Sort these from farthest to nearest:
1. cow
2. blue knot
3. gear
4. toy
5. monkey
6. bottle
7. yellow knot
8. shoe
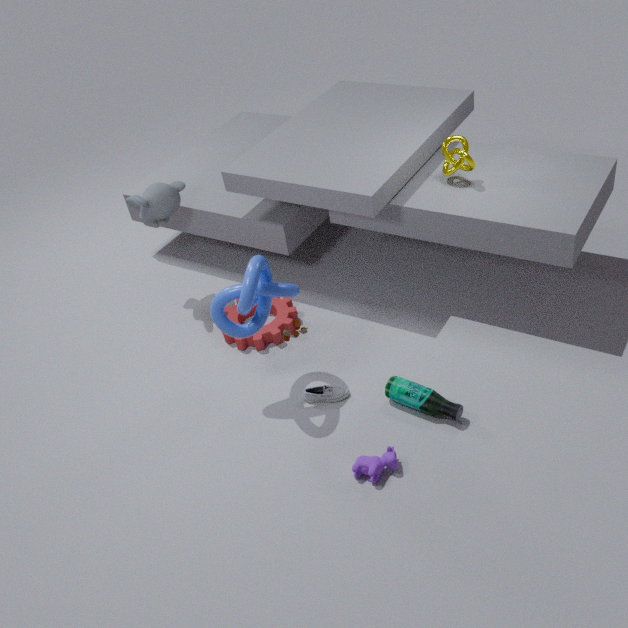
monkey → gear → yellow knot → shoe → toy → bottle → blue knot → cow
